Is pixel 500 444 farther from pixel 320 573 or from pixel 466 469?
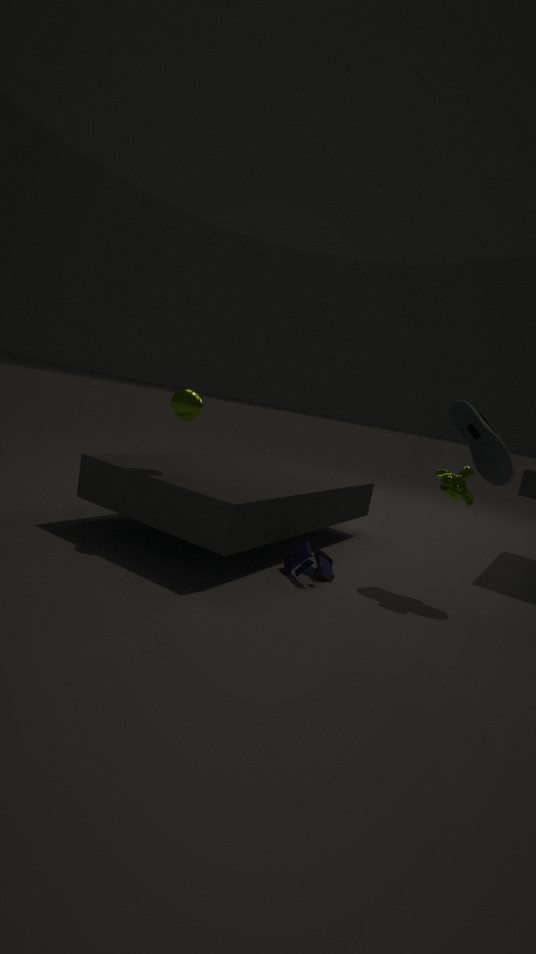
pixel 320 573
